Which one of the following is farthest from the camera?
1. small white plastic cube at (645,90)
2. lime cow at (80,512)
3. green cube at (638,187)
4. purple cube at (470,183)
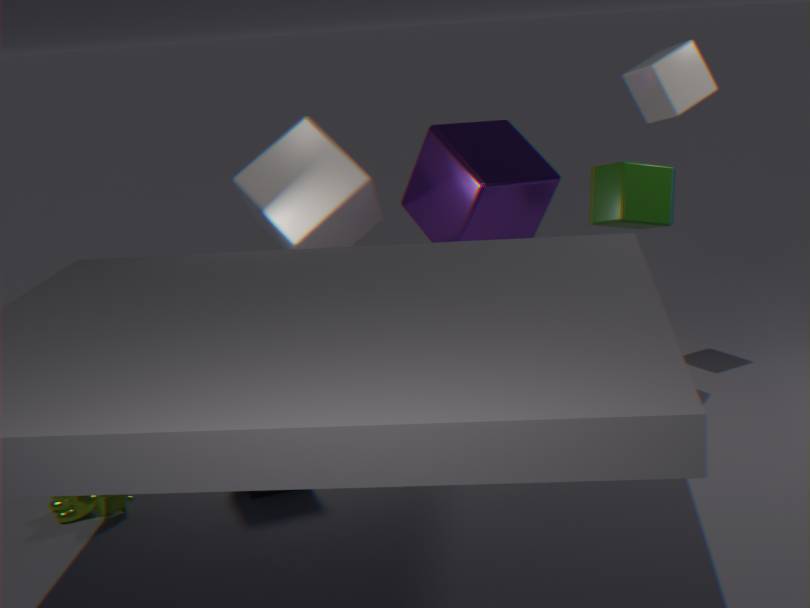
purple cube at (470,183)
